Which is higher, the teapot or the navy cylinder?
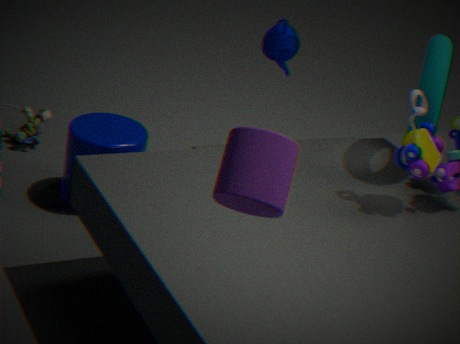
the teapot
